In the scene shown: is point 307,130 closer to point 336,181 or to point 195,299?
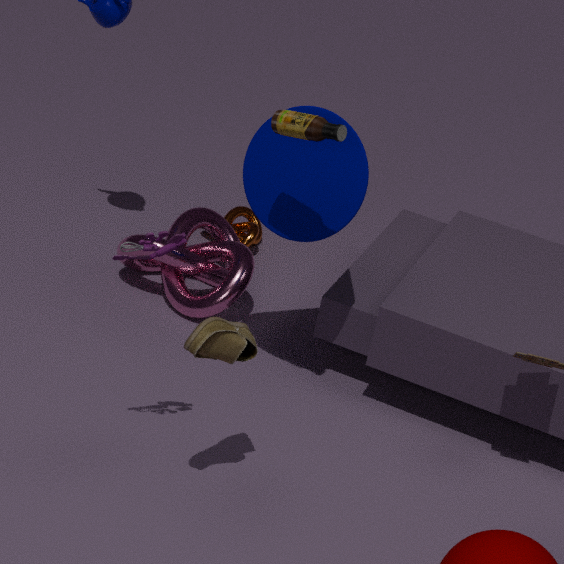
point 336,181
